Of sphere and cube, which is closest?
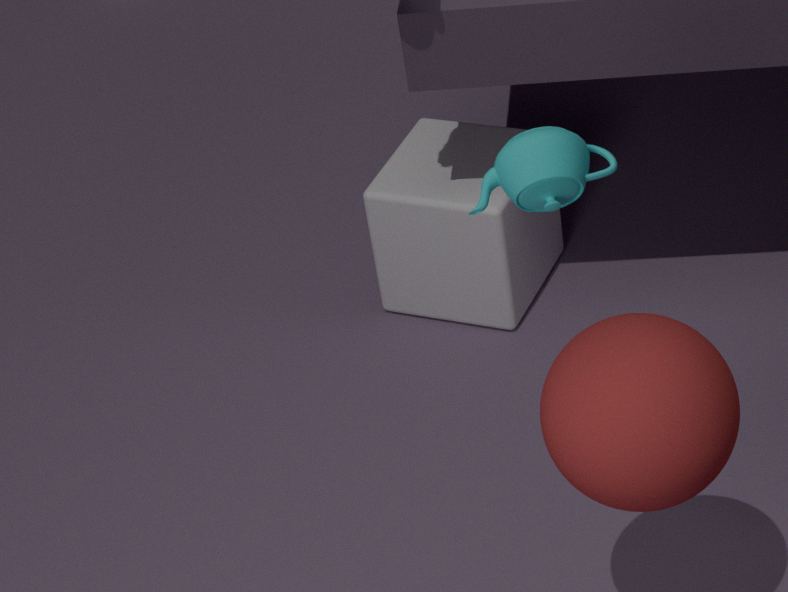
sphere
